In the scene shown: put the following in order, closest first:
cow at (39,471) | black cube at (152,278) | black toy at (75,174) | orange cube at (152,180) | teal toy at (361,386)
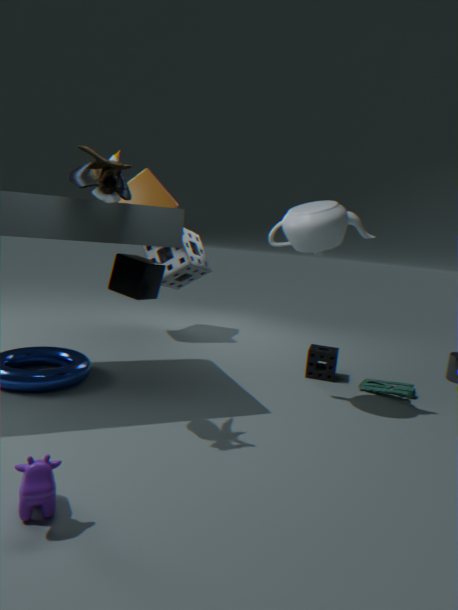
cow at (39,471)
black toy at (75,174)
black cube at (152,278)
teal toy at (361,386)
orange cube at (152,180)
